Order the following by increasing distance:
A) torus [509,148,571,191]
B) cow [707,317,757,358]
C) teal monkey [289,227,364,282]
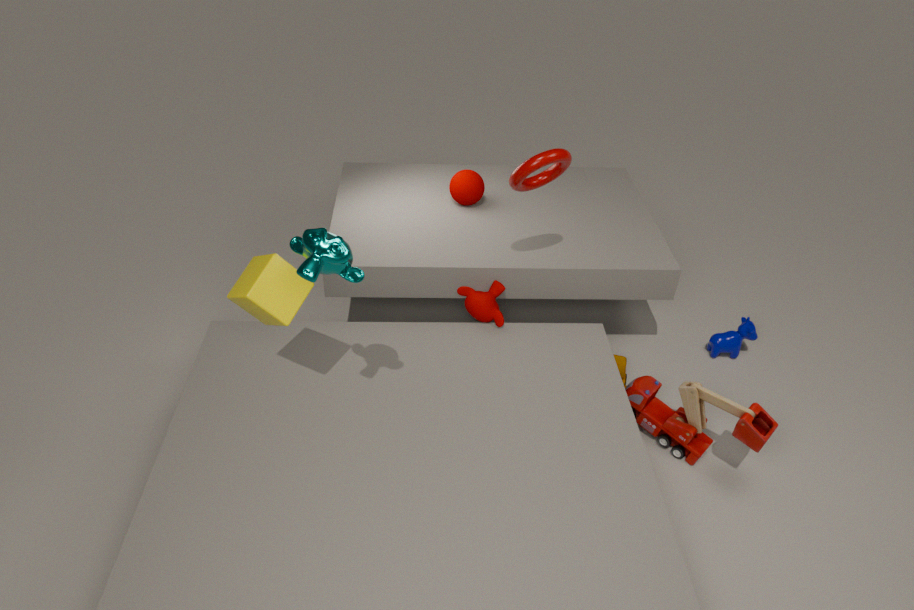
teal monkey [289,227,364,282]
torus [509,148,571,191]
cow [707,317,757,358]
